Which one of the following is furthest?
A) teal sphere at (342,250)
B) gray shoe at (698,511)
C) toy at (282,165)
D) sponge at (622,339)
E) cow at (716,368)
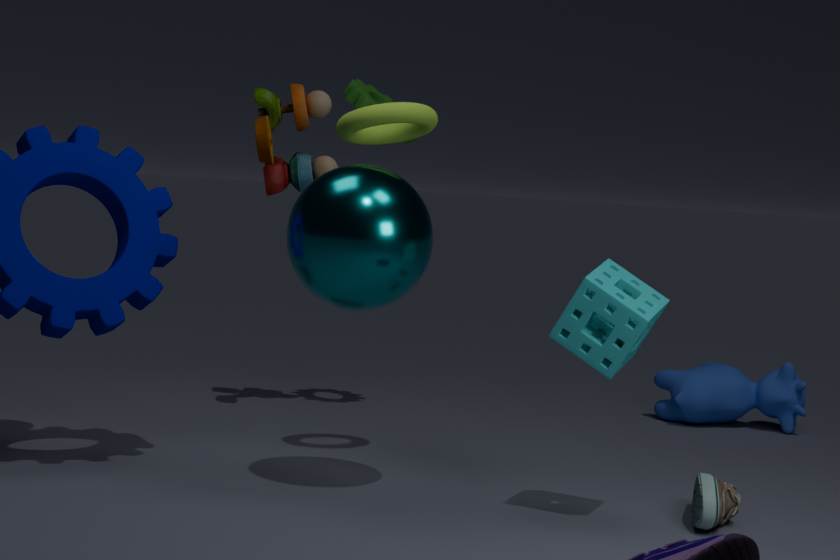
cow at (716,368)
